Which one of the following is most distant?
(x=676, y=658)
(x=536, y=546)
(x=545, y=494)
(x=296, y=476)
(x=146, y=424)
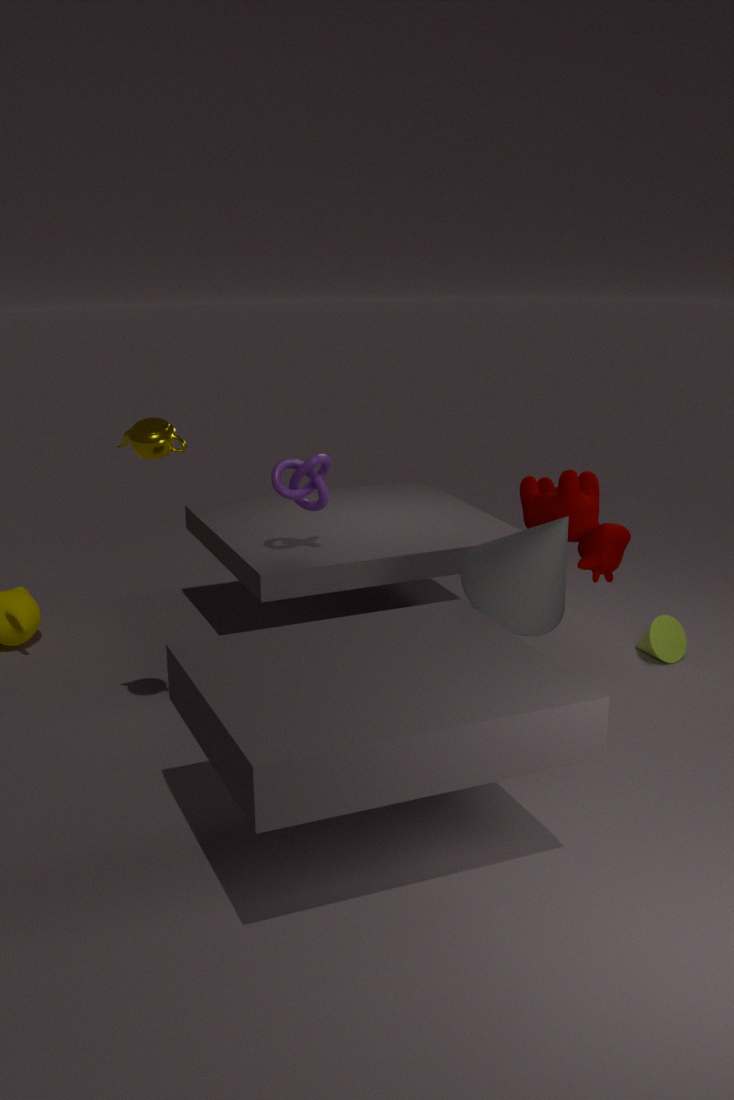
(x=676, y=658)
